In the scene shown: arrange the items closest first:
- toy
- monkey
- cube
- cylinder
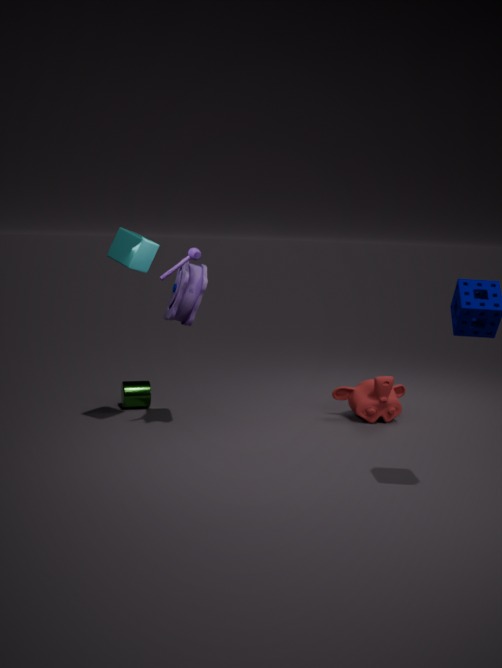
cube < toy < monkey < cylinder
